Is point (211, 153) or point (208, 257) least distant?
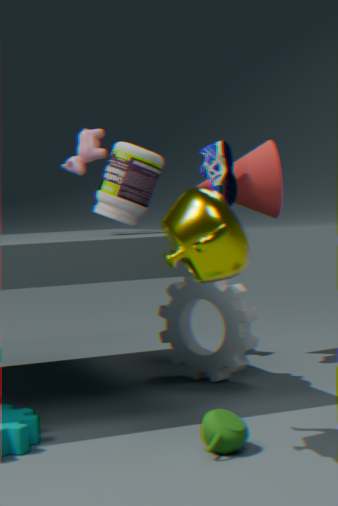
point (208, 257)
